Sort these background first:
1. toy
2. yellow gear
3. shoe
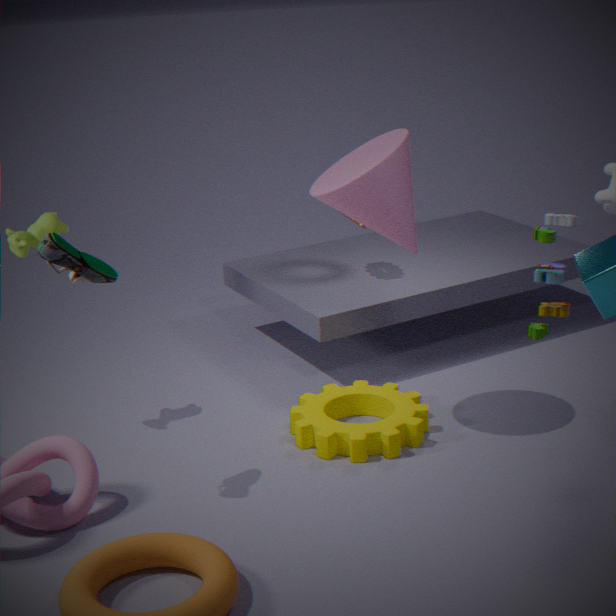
yellow gear, shoe, toy
